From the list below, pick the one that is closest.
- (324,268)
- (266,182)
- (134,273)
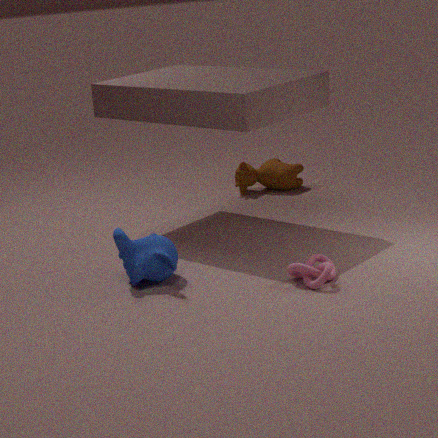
(324,268)
